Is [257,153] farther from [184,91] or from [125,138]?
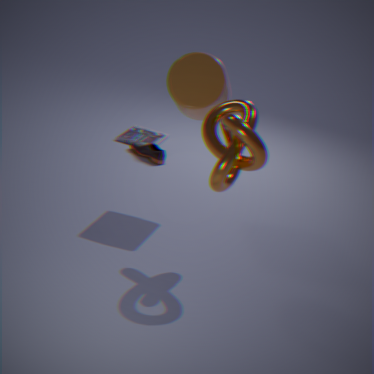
[125,138]
